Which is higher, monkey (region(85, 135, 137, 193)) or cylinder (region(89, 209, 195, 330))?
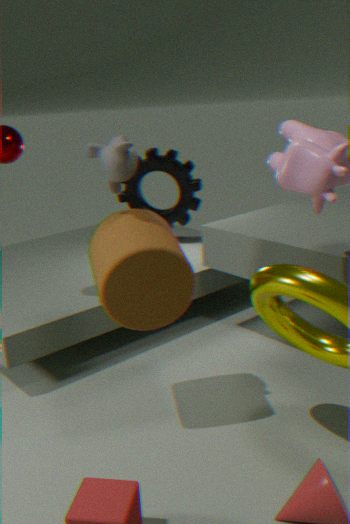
monkey (region(85, 135, 137, 193))
